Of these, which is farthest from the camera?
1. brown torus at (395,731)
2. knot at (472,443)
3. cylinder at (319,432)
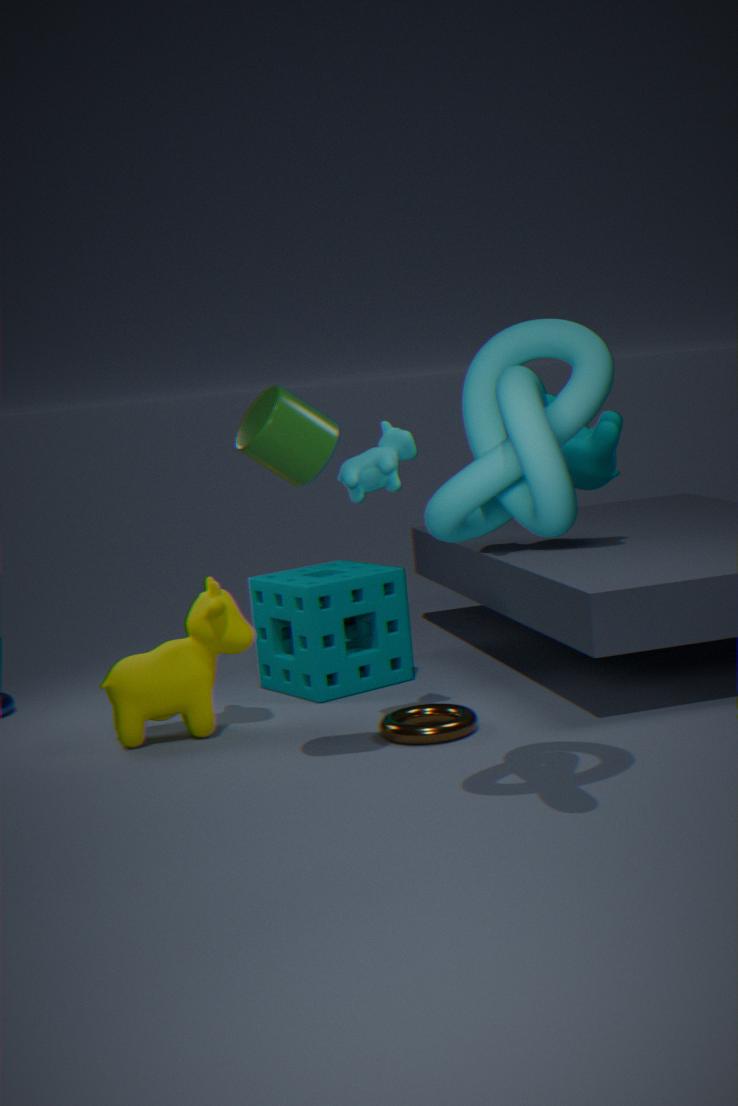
brown torus at (395,731)
